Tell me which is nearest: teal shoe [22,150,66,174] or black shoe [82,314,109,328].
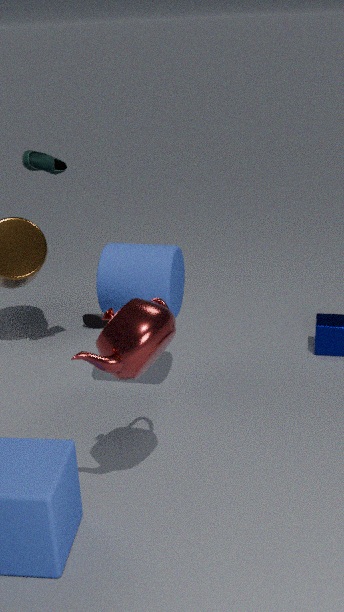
teal shoe [22,150,66,174]
